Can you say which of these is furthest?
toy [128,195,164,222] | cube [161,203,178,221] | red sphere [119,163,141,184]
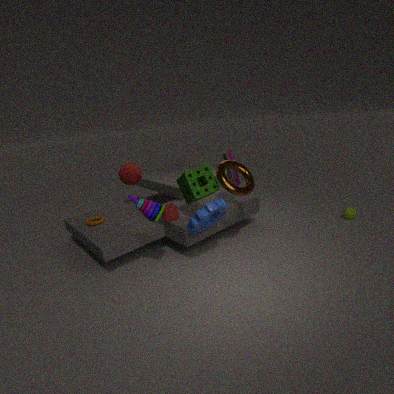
red sphere [119,163,141,184]
